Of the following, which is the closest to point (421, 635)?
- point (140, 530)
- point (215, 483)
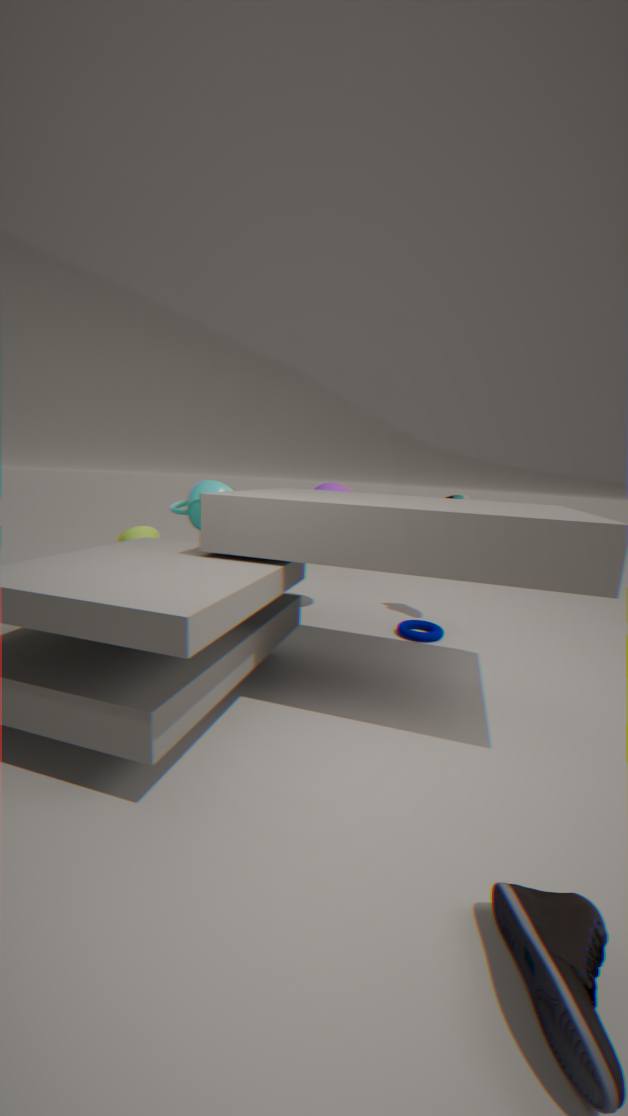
point (215, 483)
